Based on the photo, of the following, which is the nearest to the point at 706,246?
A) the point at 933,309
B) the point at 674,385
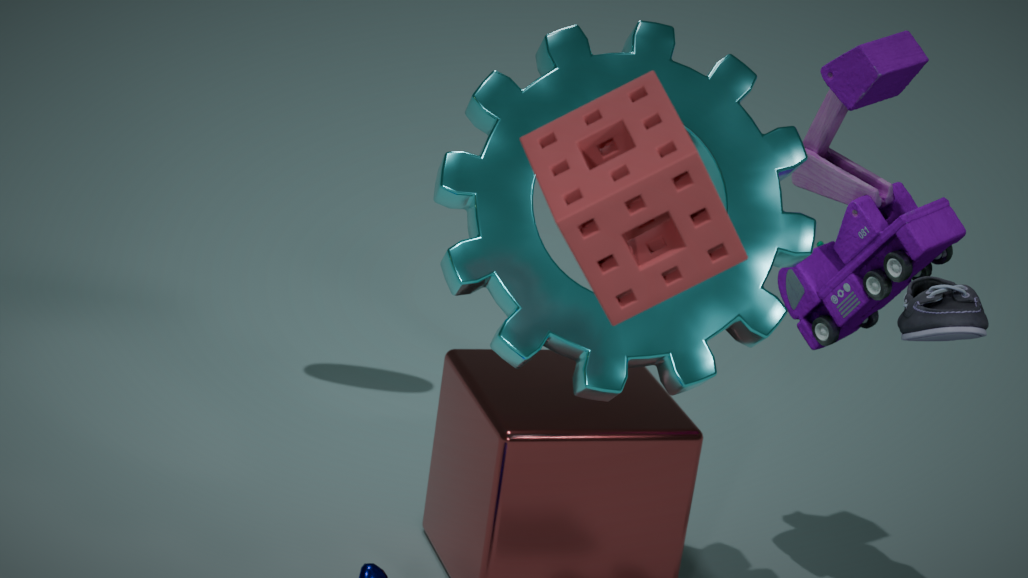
the point at 674,385
